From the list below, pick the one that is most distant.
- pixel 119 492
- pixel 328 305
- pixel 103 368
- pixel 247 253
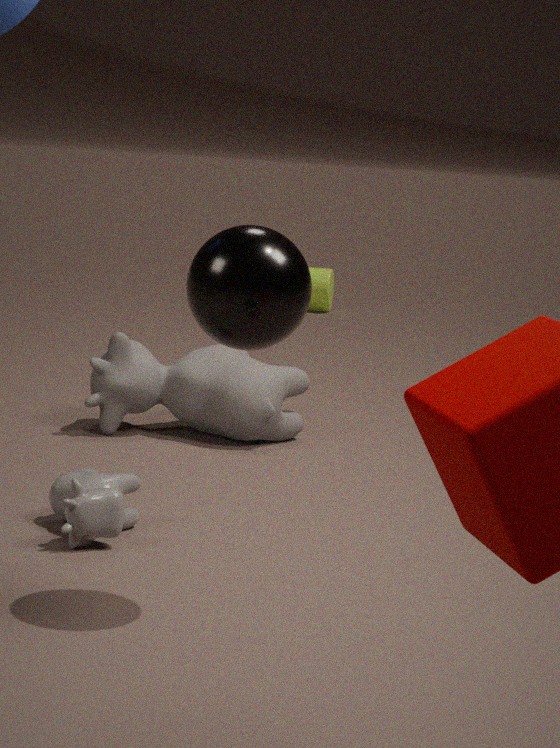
pixel 328 305
